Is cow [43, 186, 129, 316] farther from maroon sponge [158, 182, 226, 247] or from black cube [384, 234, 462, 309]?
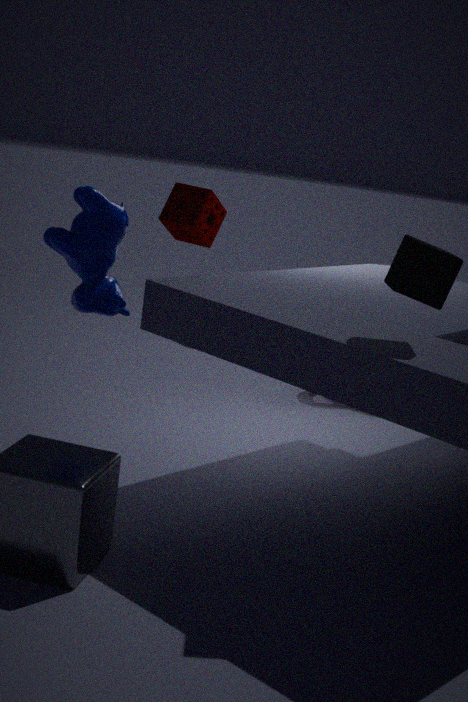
black cube [384, 234, 462, 309]
